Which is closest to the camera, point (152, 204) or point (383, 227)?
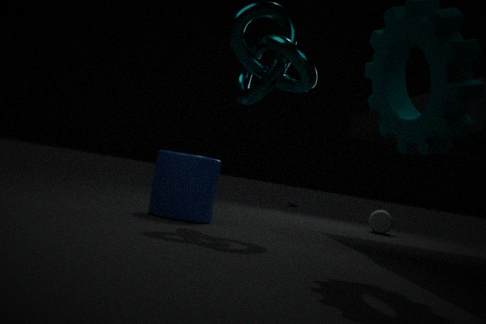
point (152, 204)
